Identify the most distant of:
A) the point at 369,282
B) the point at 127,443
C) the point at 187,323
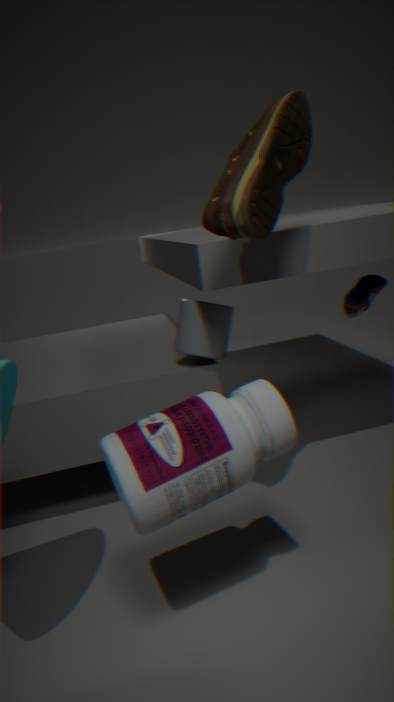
the point at 369,282
